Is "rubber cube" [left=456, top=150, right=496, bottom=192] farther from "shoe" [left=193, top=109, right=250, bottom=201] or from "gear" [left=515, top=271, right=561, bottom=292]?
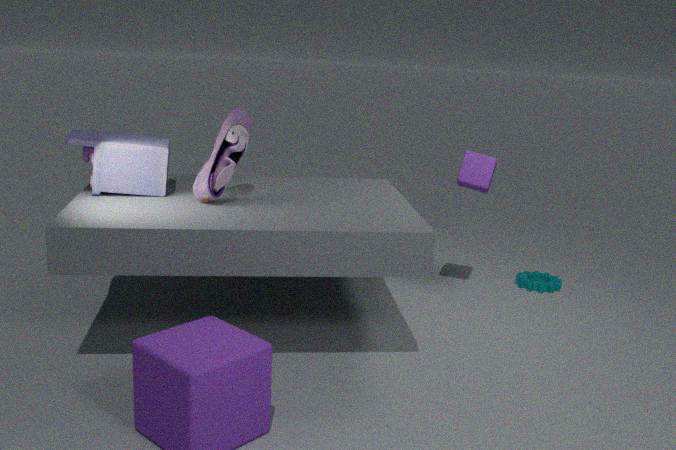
"shoe" [left=193, top=109, right=250, bottom=201]
